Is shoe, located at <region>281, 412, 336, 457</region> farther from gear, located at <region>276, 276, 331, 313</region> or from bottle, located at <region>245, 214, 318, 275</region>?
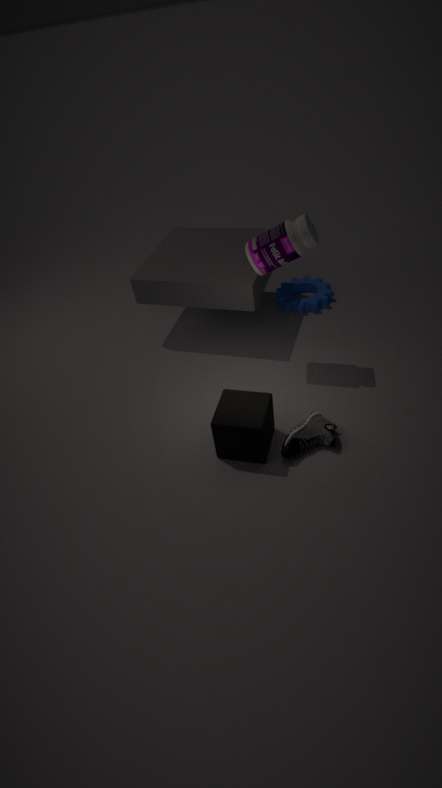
gear, located at <region>276, 276, 331, 313</region>
